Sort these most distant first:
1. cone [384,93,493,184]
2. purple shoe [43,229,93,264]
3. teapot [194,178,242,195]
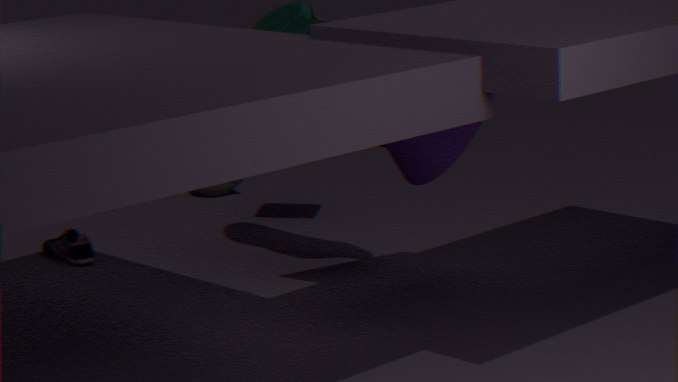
teapot [194,178,242,195], purple shoe [43,229,93,264], cone [384,93,493,184]
